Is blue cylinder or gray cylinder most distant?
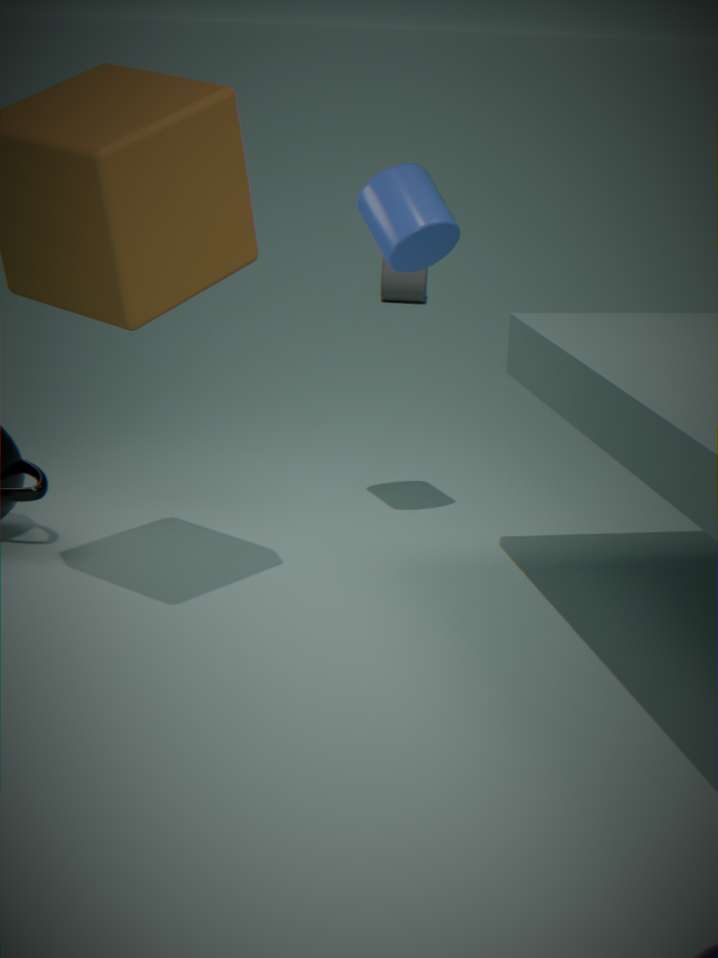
gray cylinder
